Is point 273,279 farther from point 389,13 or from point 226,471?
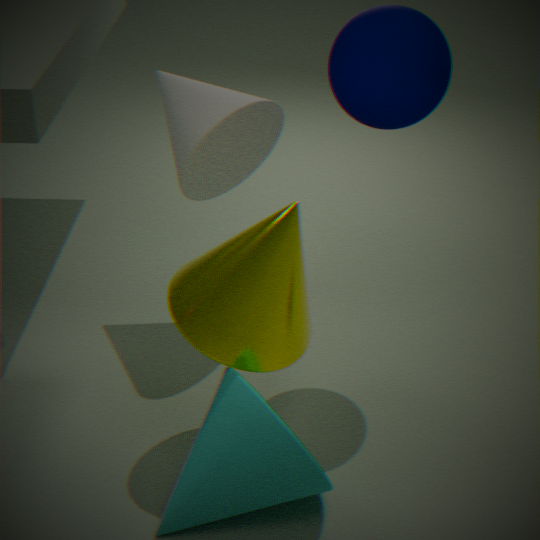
point 389,13
